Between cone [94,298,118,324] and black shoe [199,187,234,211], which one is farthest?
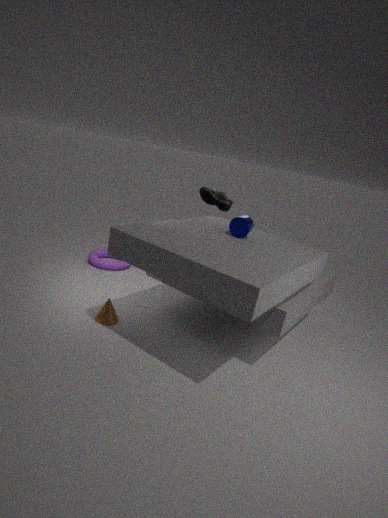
black shoe [199,187,234,211]
